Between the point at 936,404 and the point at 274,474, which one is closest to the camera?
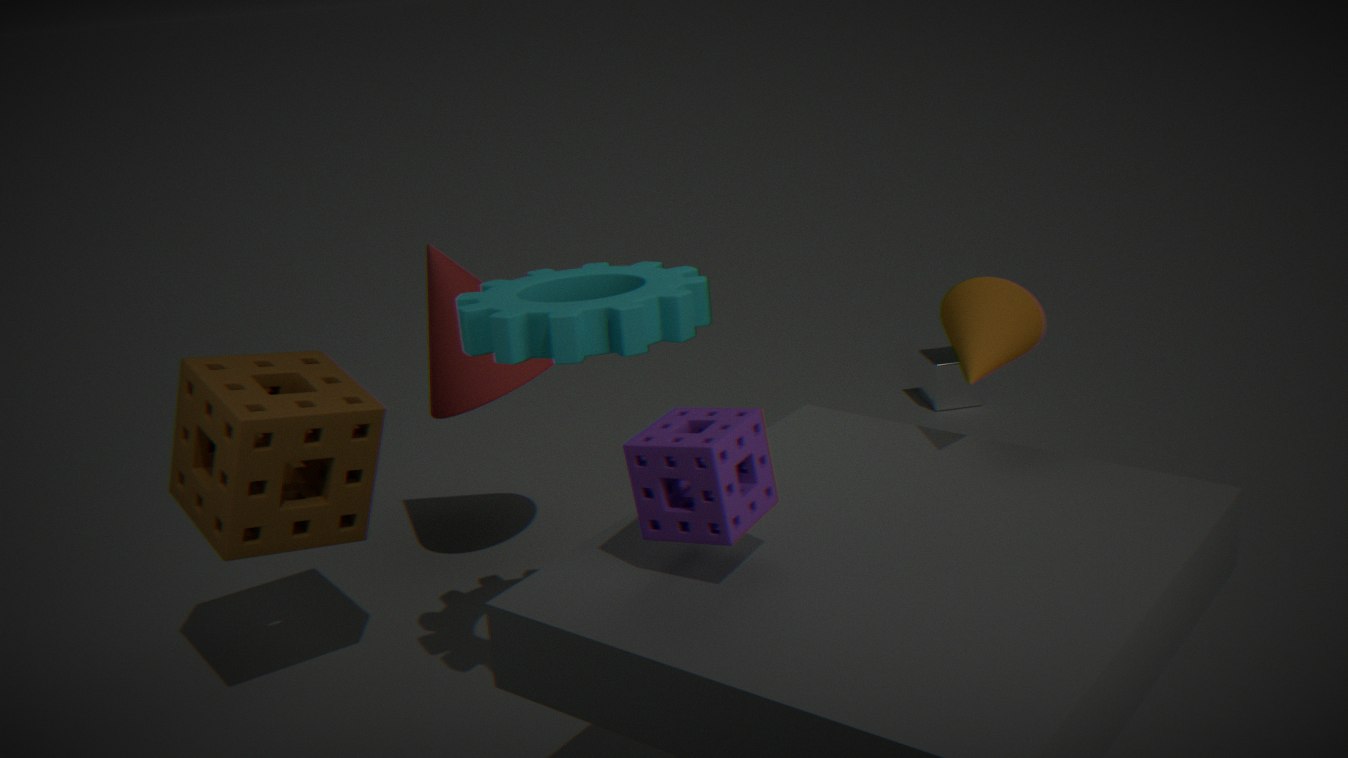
the point at 274,474
